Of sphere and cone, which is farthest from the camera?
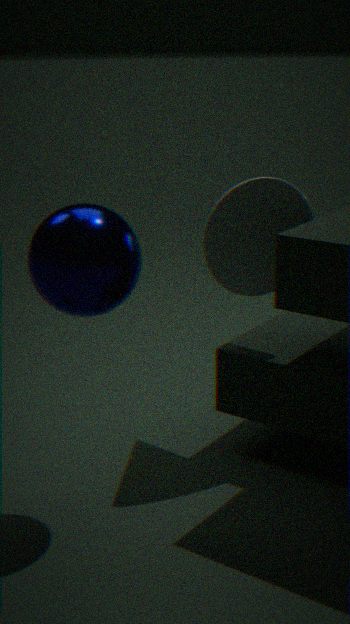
cone
